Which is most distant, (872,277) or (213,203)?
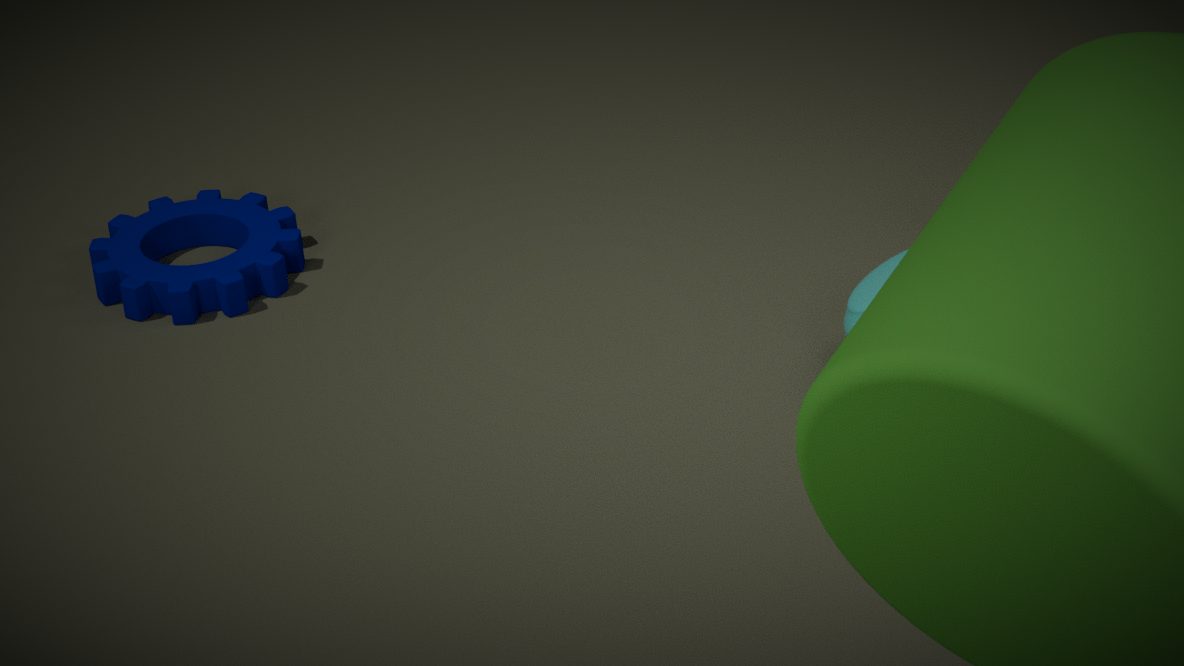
(213,203)
